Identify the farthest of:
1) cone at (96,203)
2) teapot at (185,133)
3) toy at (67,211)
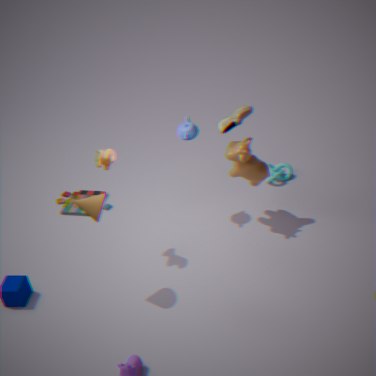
3. toy at (67,211)
